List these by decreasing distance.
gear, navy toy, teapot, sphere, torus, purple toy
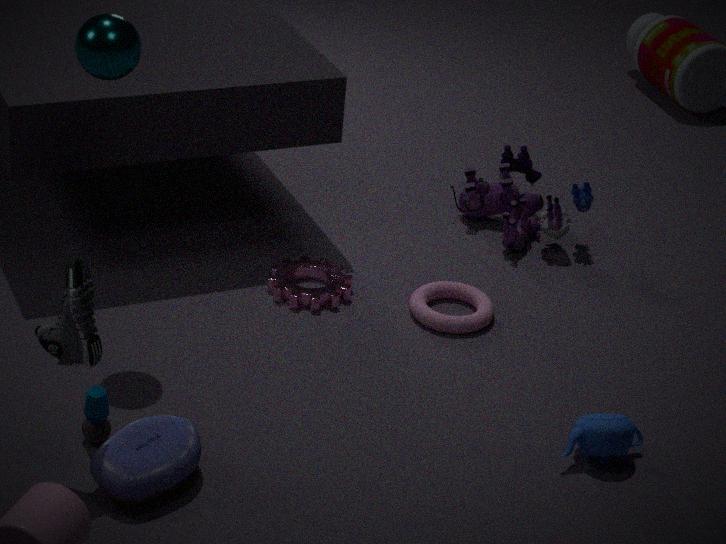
purple toy, gear, torus, teapot, sphere, navy toy
